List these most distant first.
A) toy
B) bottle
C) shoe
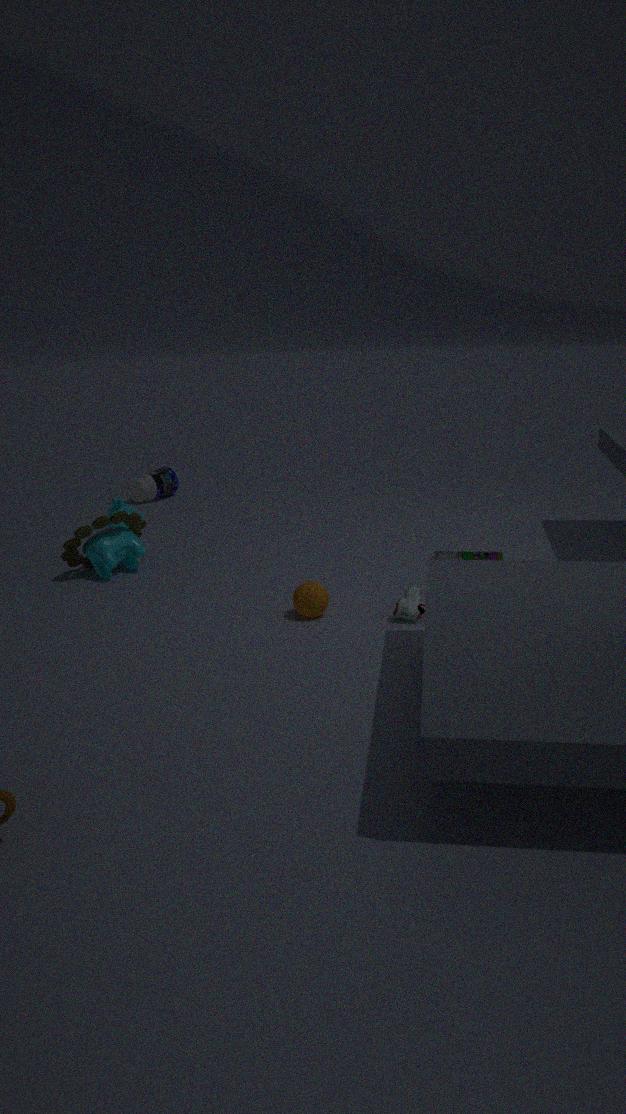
bottle, toy, shoe
